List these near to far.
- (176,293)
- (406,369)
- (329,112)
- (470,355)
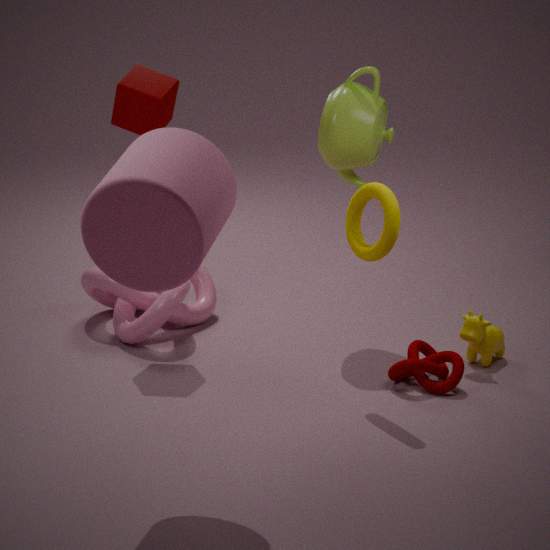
(406,369), (329,112), (470,355), (176,293)
